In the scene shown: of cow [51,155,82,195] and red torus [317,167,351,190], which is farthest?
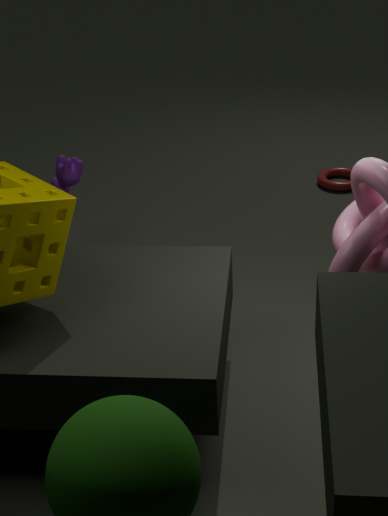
red torus [317,167,351,190]
